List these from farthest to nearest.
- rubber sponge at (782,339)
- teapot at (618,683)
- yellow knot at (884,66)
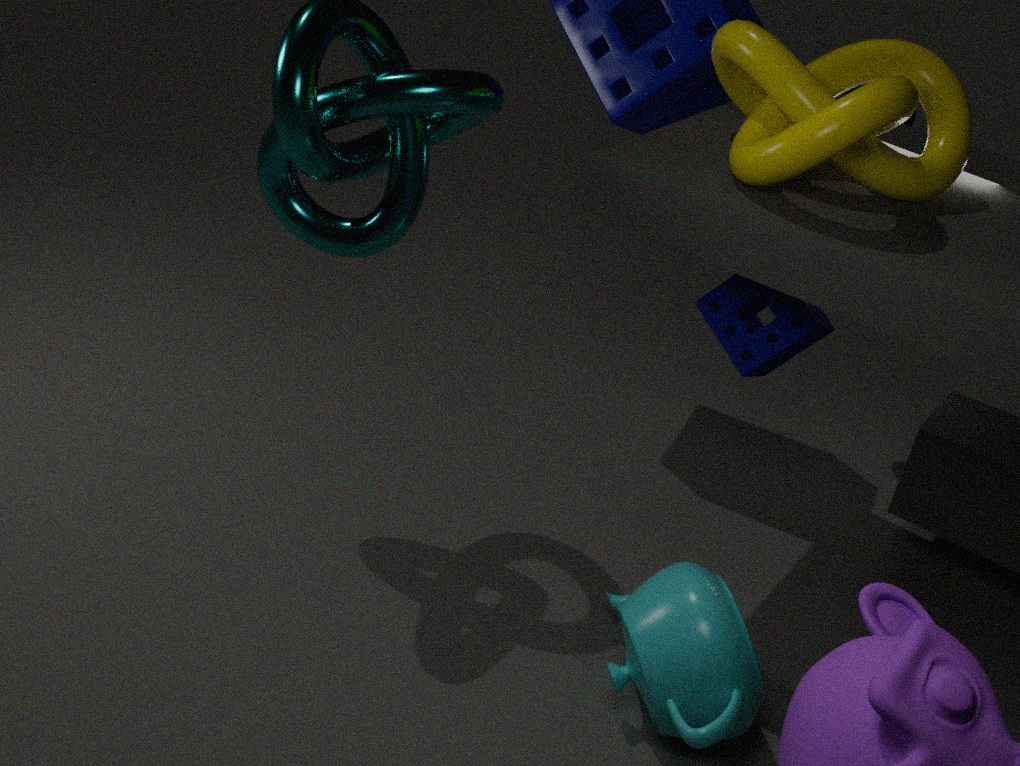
rubber sponge at (782,339) < teapot at (618,683) < yellow knot at (884,66)
